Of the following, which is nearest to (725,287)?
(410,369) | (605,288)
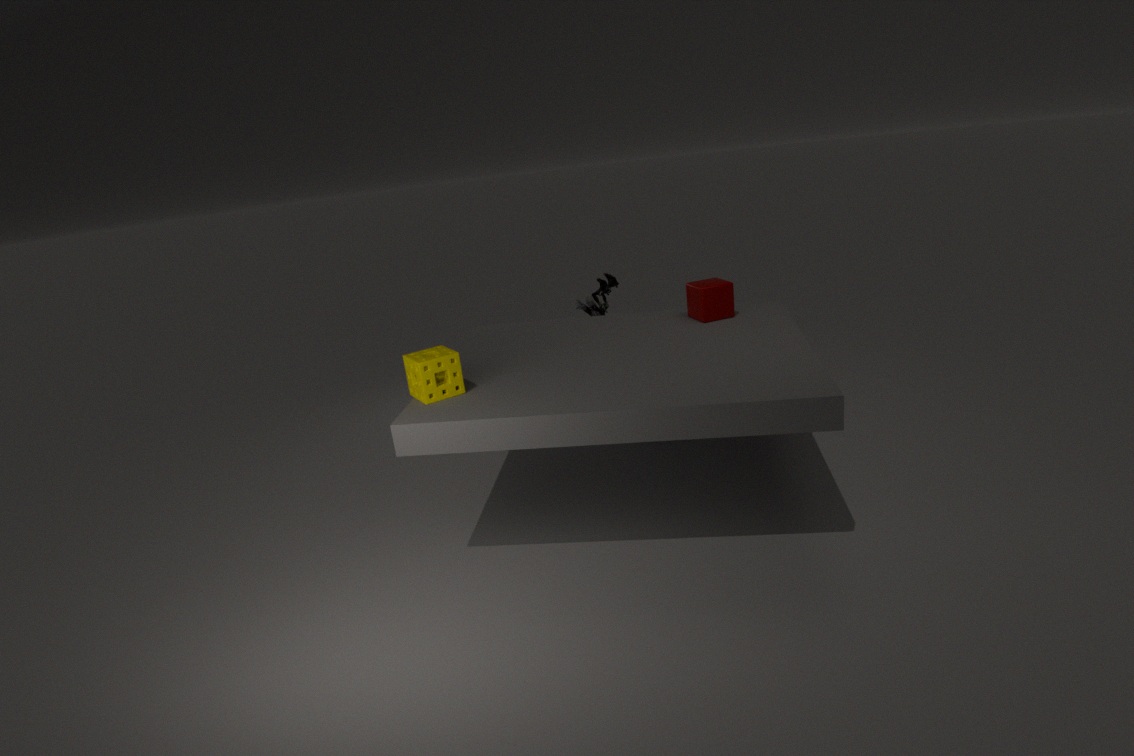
(605,288)
